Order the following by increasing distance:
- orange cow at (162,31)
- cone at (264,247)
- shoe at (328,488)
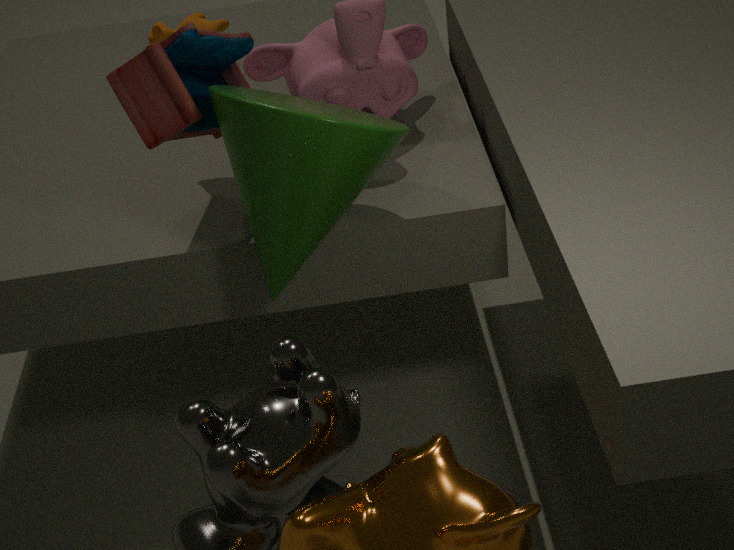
cone at (264,247), shoe at (328,488), orange cow at (162,31)
